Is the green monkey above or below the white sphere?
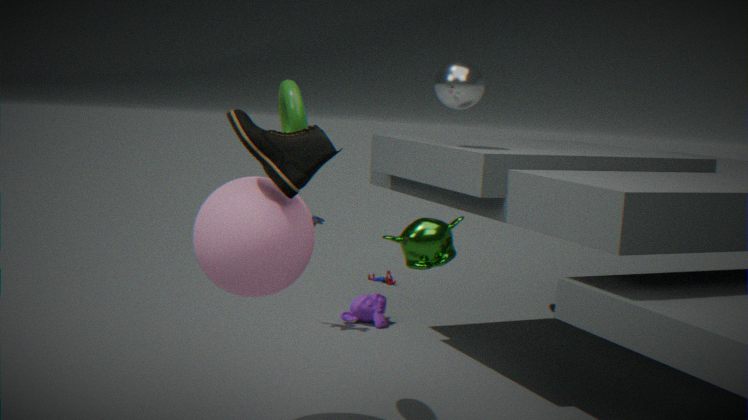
below
